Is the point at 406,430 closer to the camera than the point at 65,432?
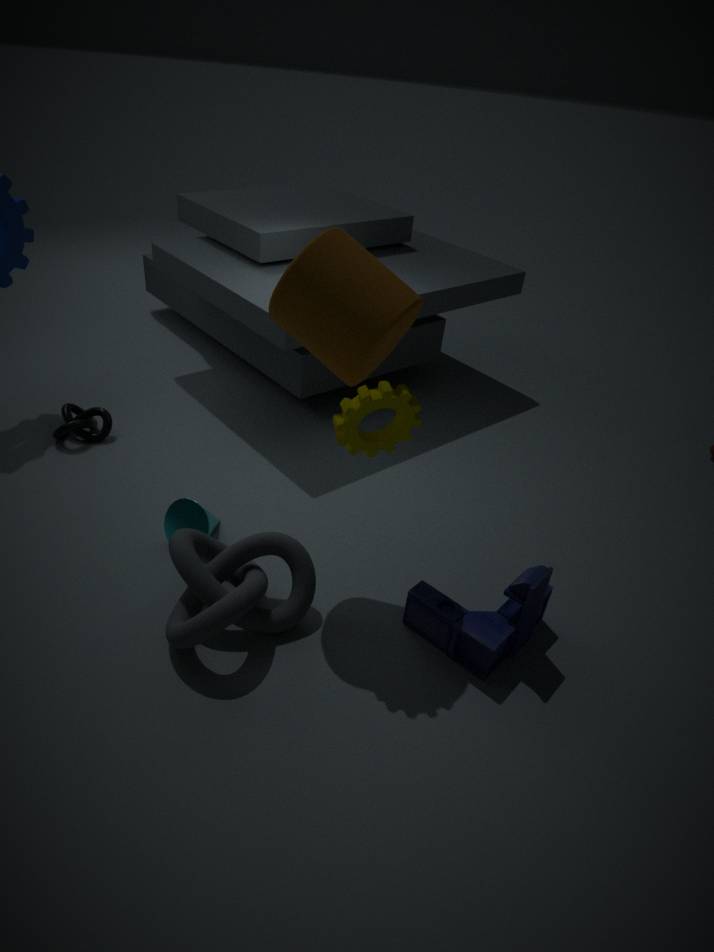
Yes
